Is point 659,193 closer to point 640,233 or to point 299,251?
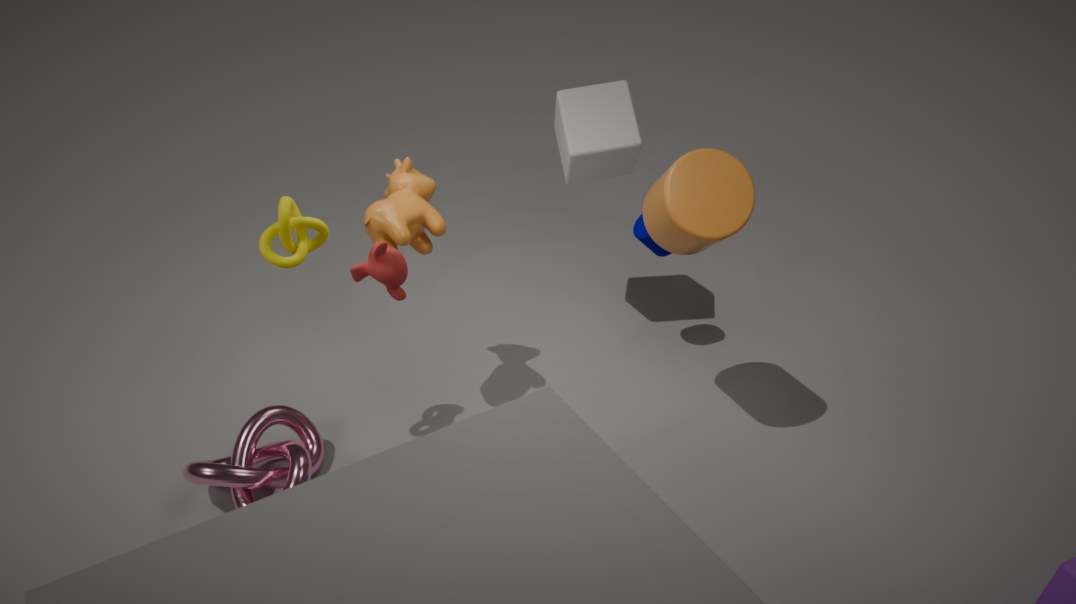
point 640,233
